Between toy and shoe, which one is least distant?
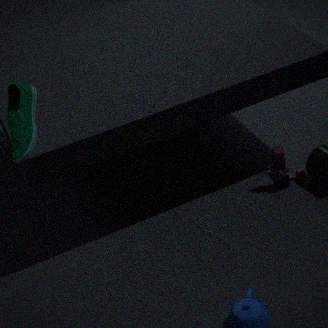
shoe
